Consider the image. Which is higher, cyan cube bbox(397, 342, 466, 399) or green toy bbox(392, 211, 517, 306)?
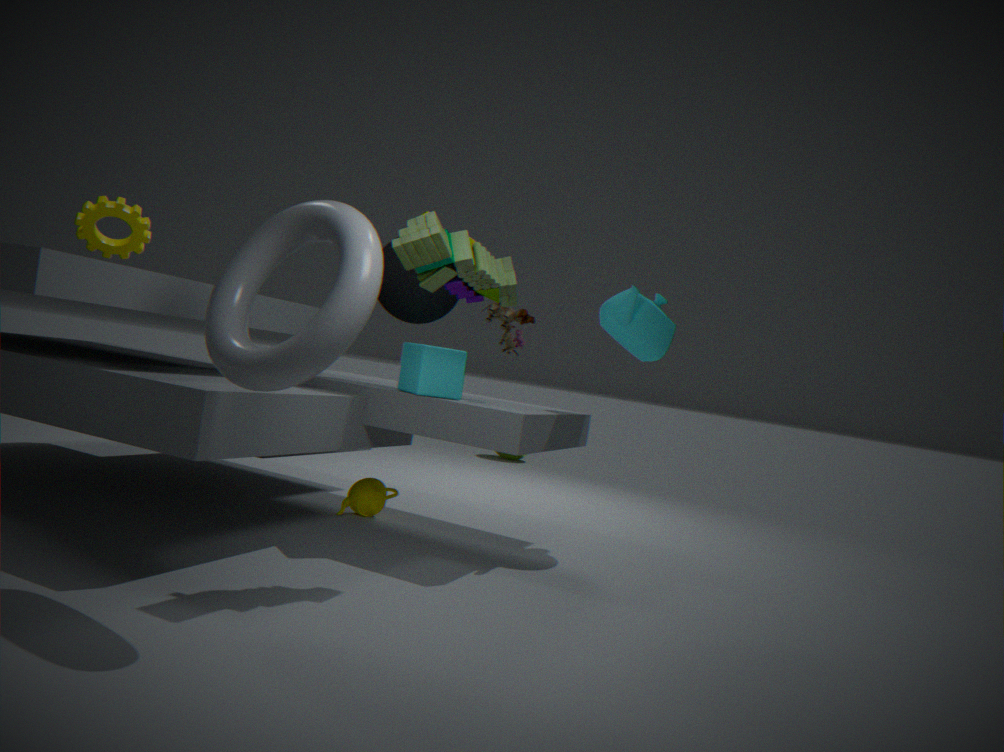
green toy bbox(392, 211, 517, 306)
